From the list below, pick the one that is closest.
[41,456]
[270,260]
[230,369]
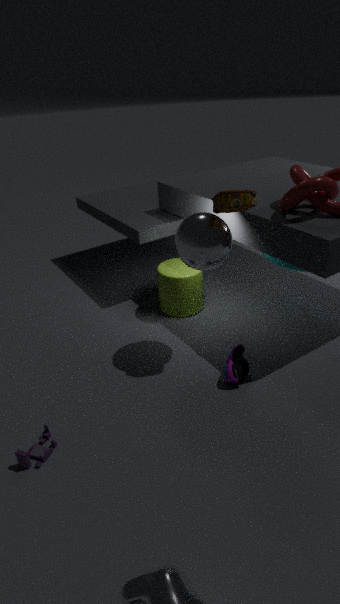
[41,456]
